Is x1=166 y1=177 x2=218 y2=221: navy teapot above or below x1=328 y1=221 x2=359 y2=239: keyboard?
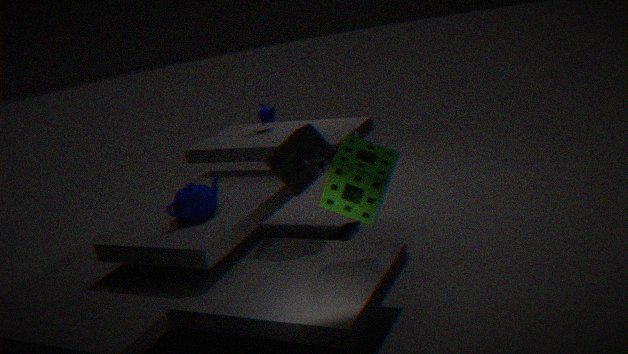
above
